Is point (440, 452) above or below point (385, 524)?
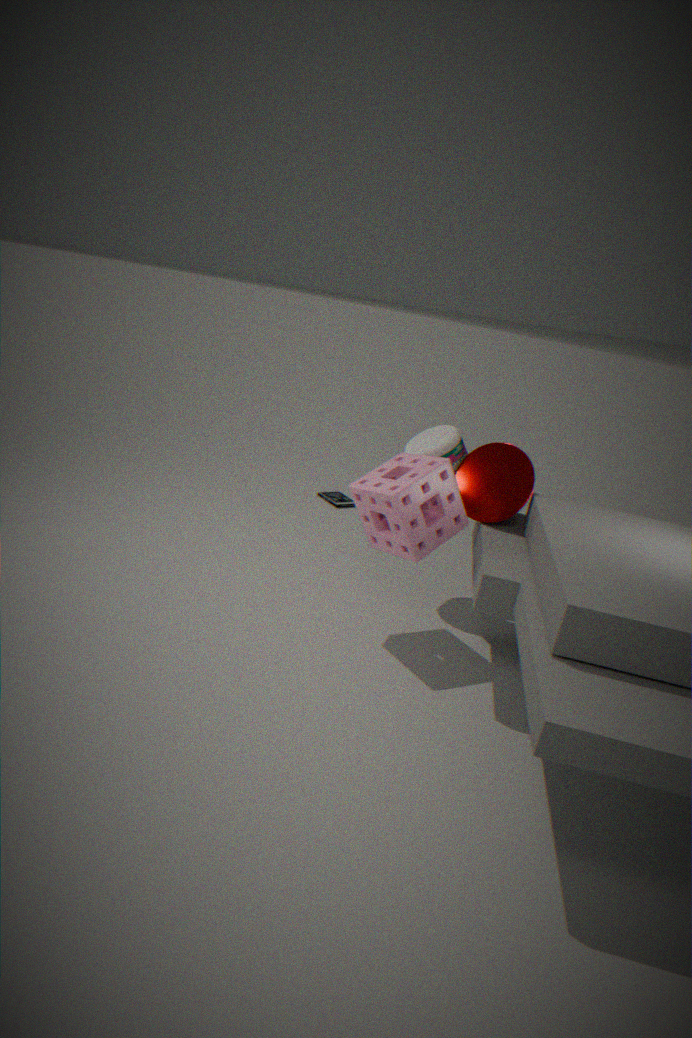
above
